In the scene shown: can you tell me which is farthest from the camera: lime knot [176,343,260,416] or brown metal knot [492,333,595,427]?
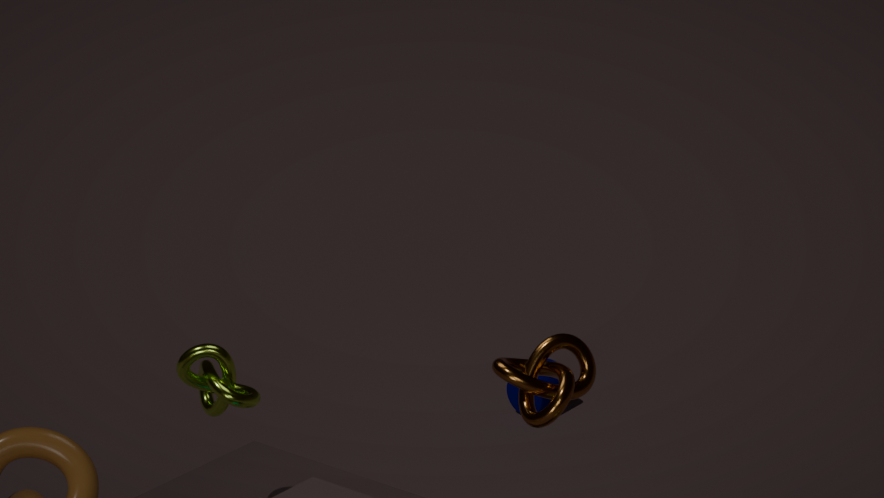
lime knot [176,343,260,416]
